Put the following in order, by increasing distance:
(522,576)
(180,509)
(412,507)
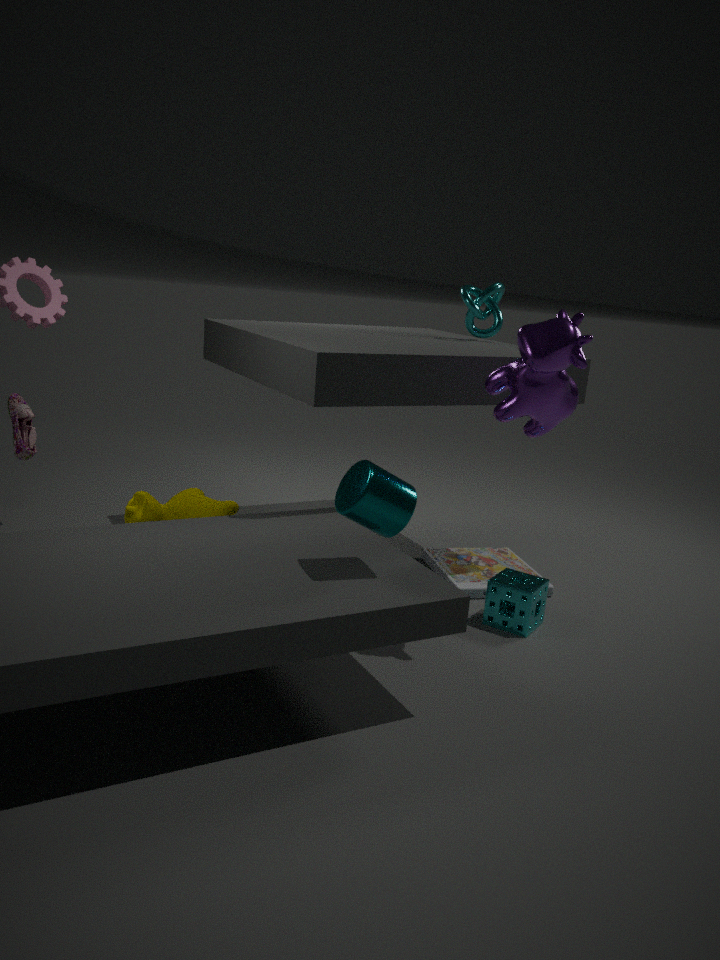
(412,507) < (522,576) < (180,509)
